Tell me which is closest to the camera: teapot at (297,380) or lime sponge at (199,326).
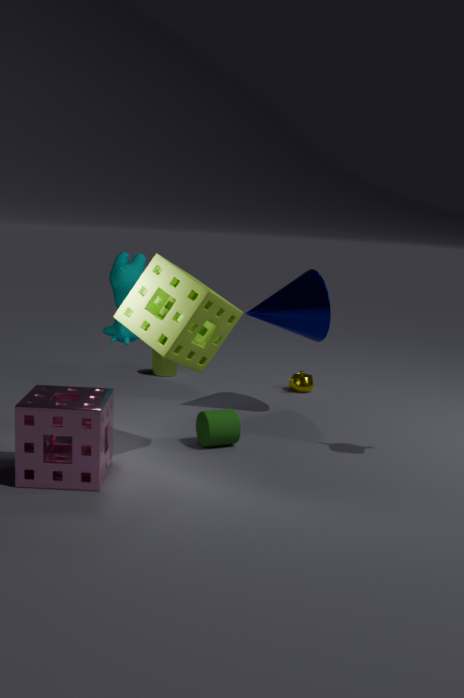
lime sponge at (199,326)
